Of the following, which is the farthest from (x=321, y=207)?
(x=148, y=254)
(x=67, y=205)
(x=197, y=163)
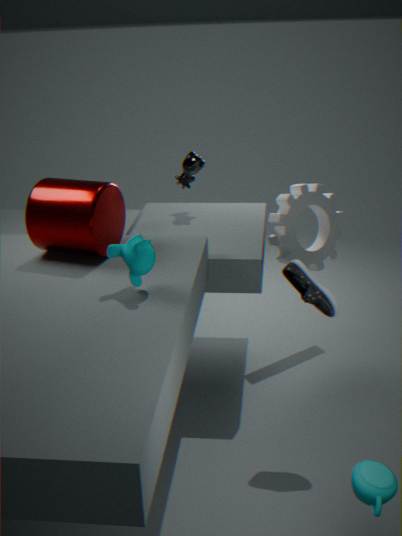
(x=148, y=254)
